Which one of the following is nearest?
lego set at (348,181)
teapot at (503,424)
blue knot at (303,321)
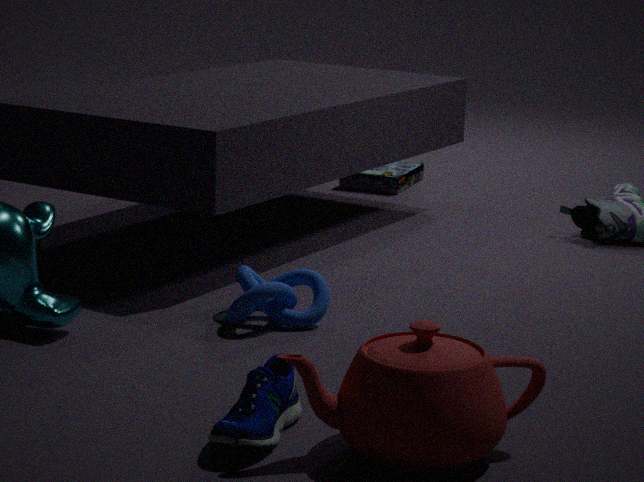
teapot at (503,424)
